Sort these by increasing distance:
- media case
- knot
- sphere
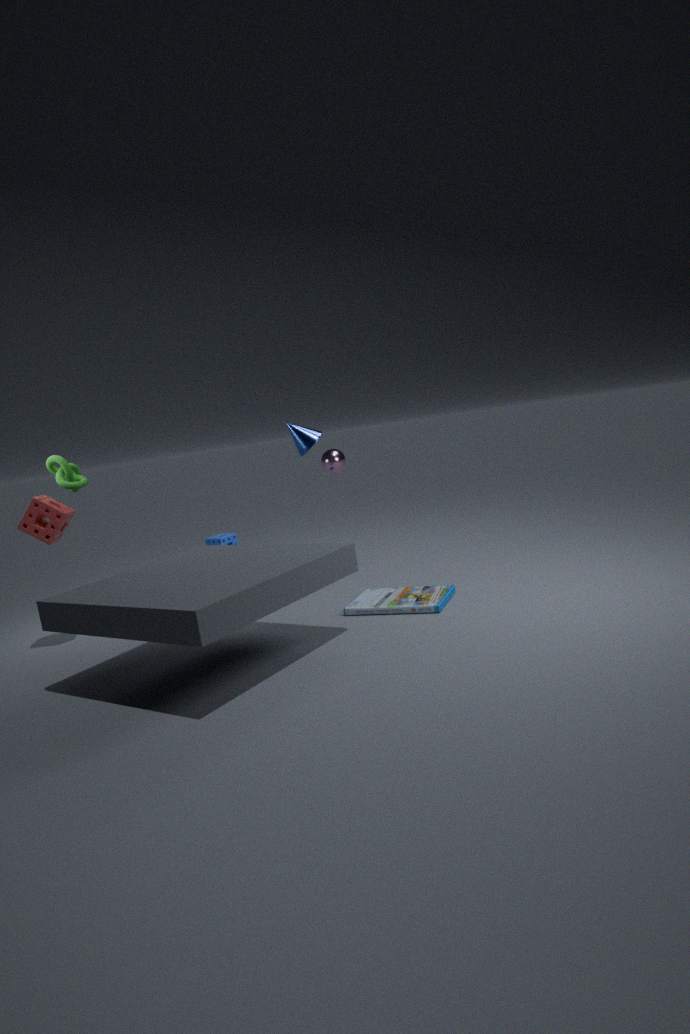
media case
knot
sphere
